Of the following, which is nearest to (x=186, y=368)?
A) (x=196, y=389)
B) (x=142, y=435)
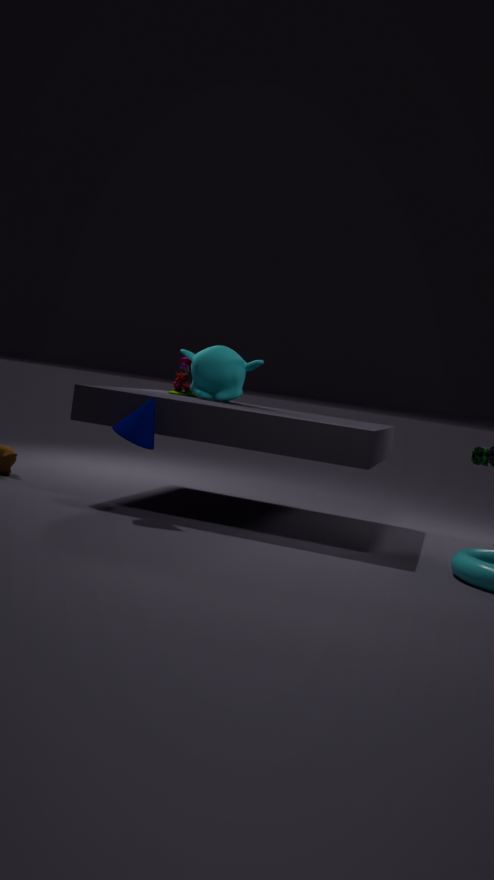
(x=196, y=389)
